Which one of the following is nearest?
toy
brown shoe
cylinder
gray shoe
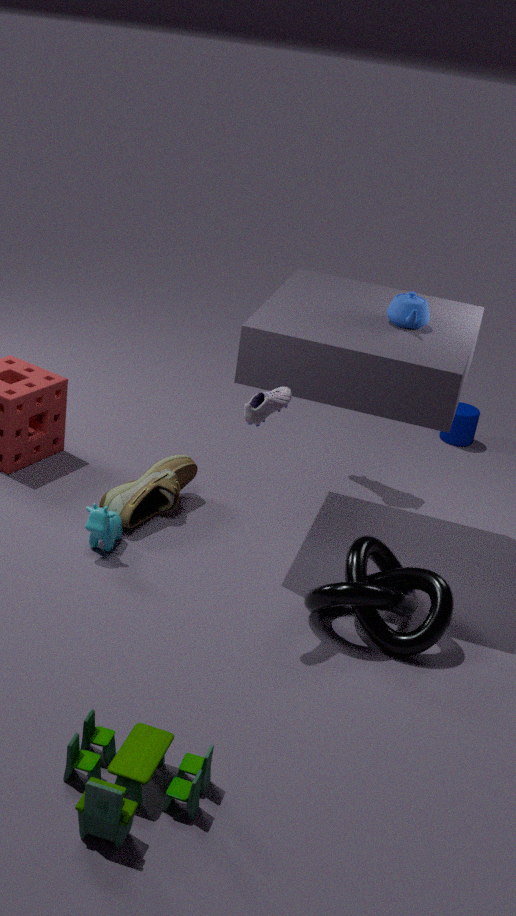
toy
